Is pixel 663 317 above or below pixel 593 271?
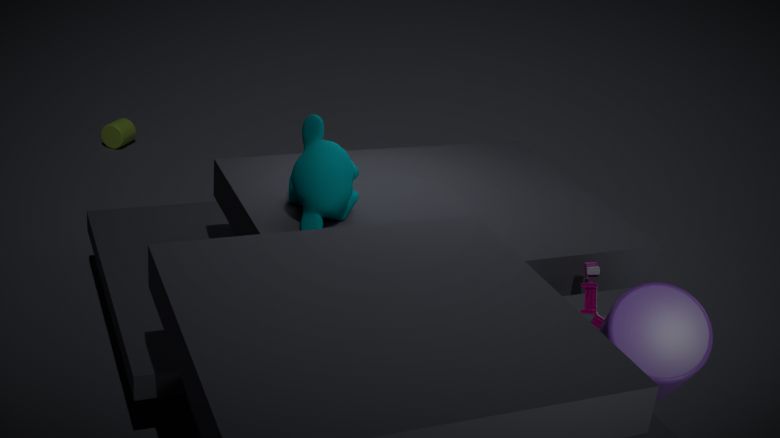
above
